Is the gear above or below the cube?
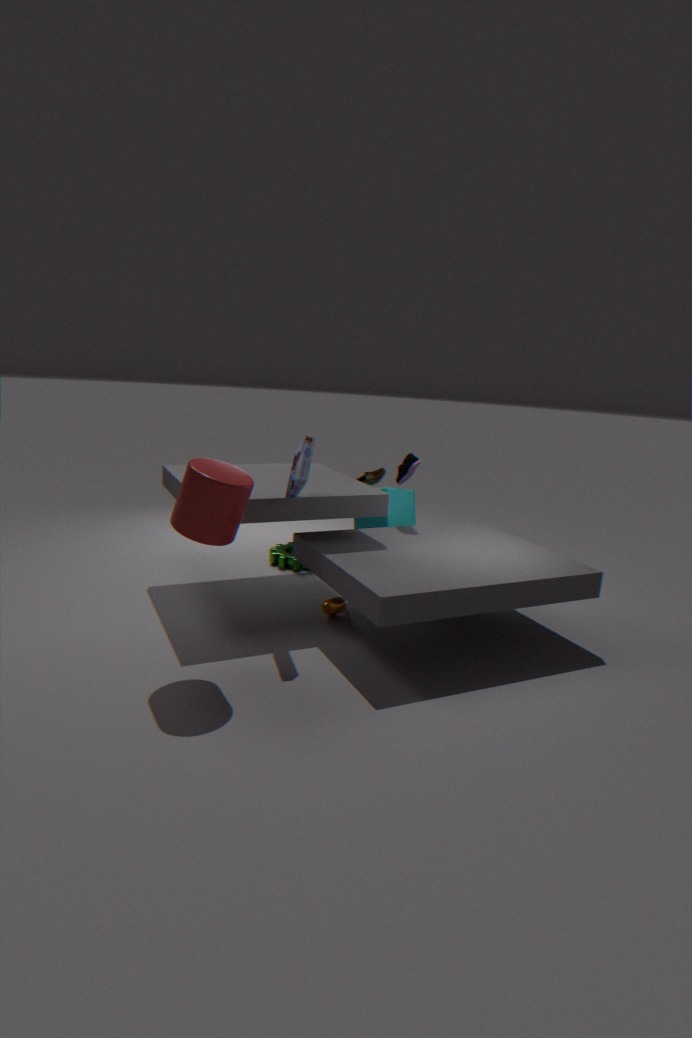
below
